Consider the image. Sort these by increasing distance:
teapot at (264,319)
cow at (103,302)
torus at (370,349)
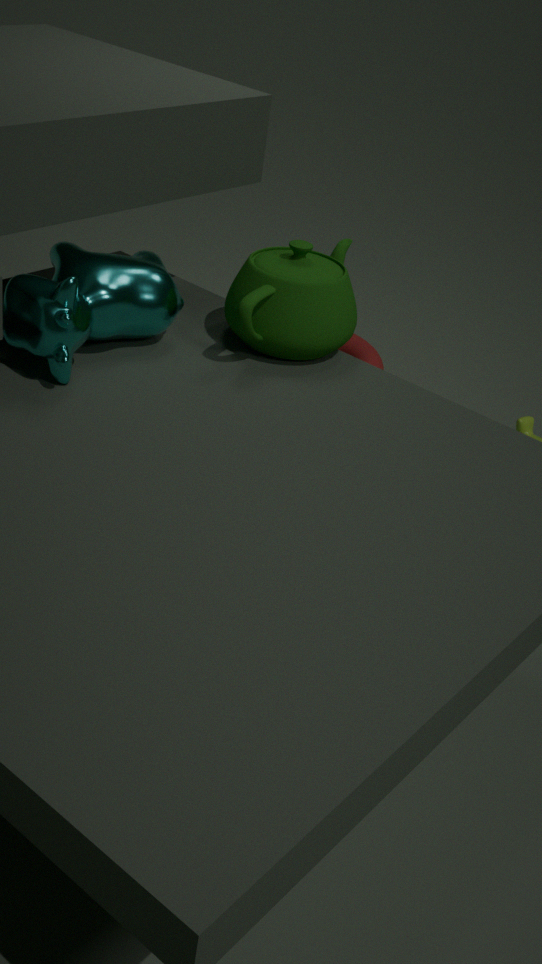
cow at (103,302) → teapot at (264,319) → torus at (370,349)
